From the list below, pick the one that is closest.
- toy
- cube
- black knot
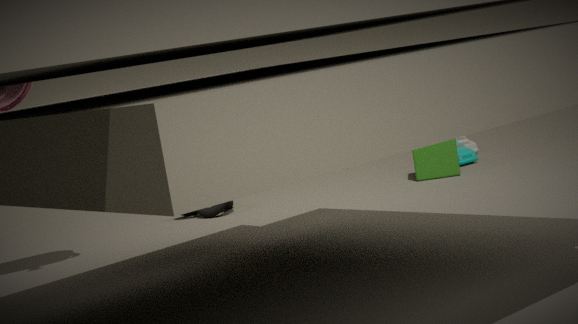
black knot
